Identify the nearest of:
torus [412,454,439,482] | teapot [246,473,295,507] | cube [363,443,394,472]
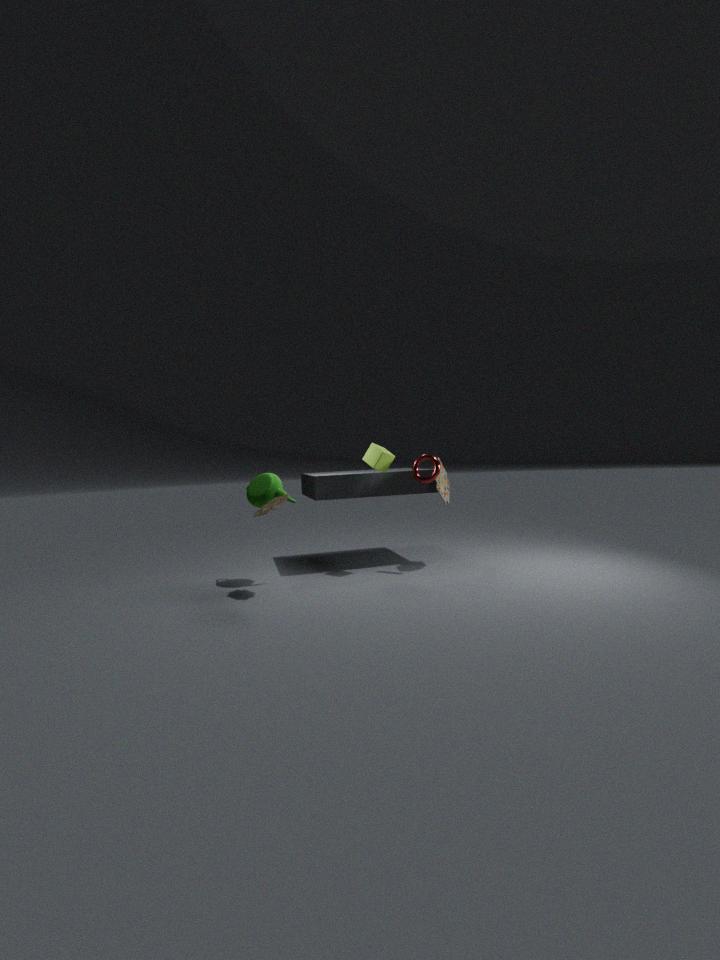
teapot [246,473,295,507]
